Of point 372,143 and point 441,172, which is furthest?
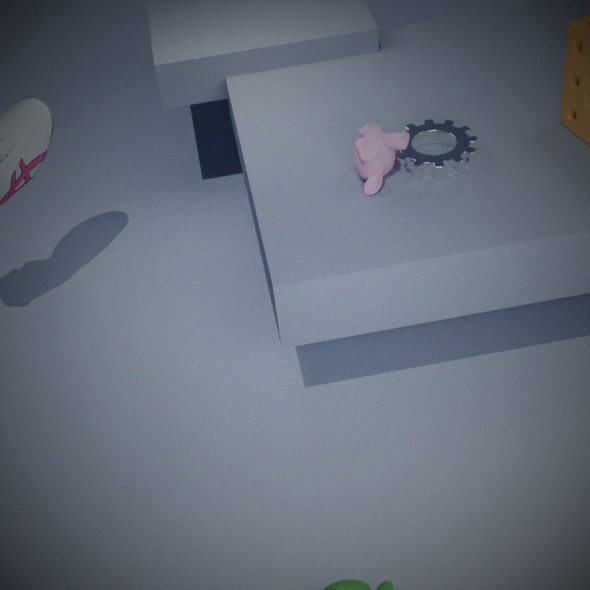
point 441,172
